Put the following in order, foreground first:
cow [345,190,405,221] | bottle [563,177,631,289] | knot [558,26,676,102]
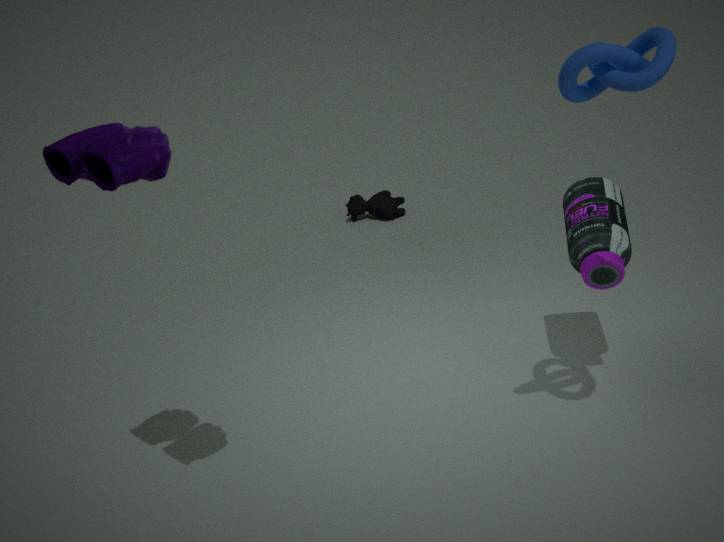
knot [558,26,676,102]
bottle [563,177,631,289]
cow [345,190,405,221]
